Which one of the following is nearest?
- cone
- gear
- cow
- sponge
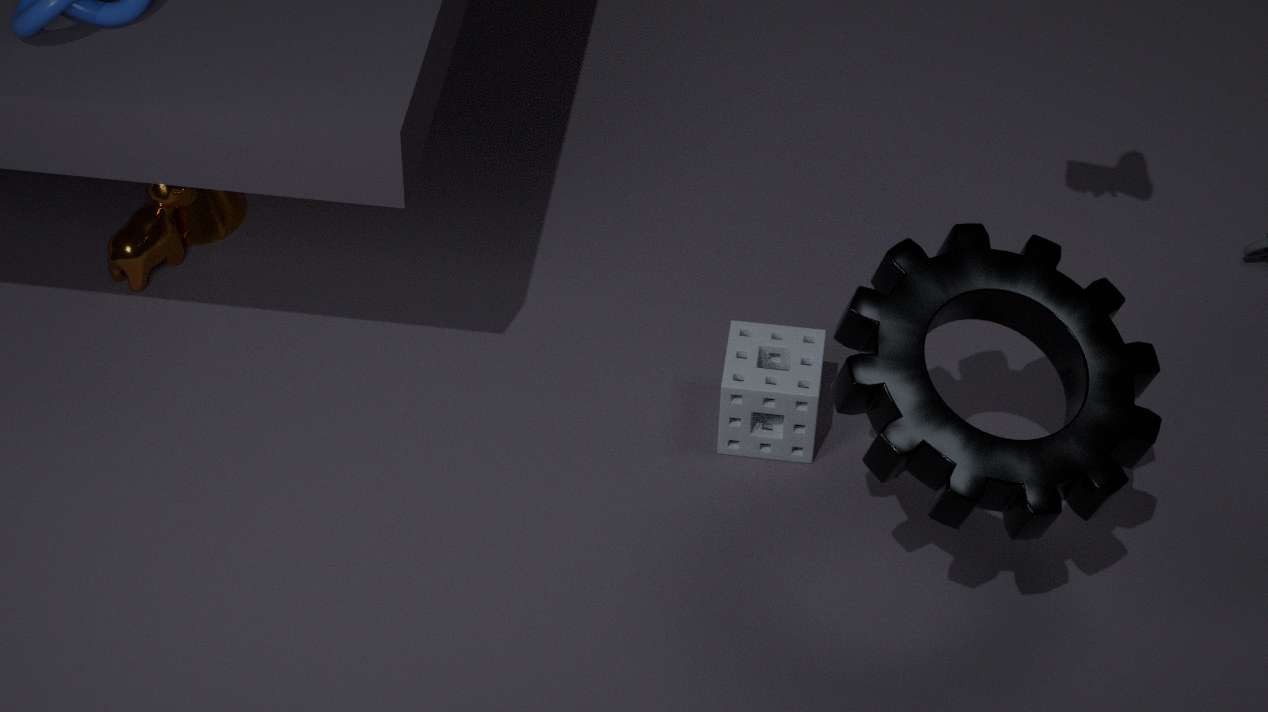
gear
